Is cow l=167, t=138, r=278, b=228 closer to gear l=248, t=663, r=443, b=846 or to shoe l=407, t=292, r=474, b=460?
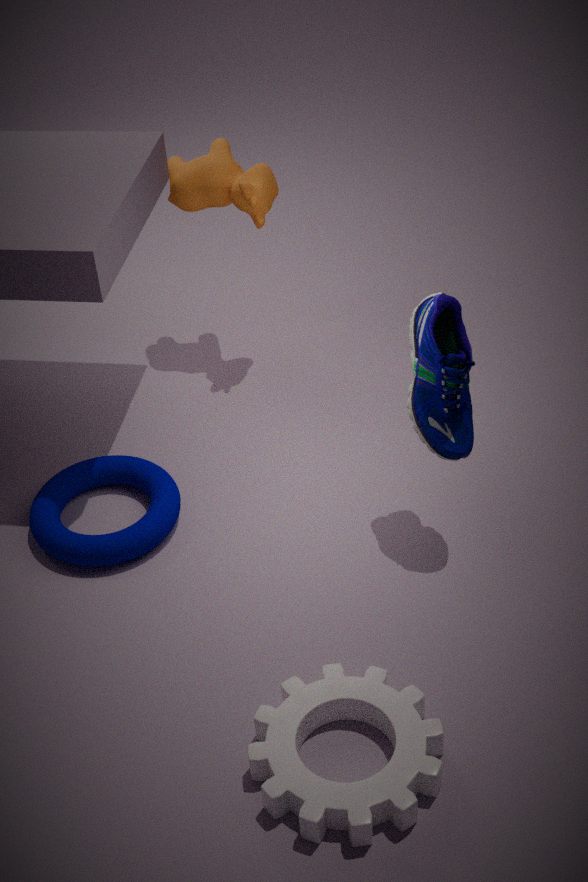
shoe l=407, t=292, r=474, b=460
